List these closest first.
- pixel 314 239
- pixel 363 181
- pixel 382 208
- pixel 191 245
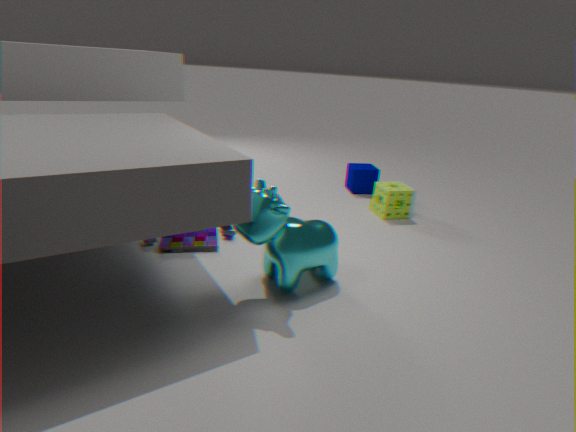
pixel 314 239, pixel 191 245, pixel 382 208, pixel 363 181
